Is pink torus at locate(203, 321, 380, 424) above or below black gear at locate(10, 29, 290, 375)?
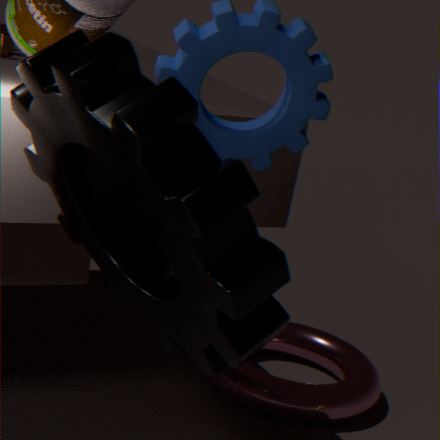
below
